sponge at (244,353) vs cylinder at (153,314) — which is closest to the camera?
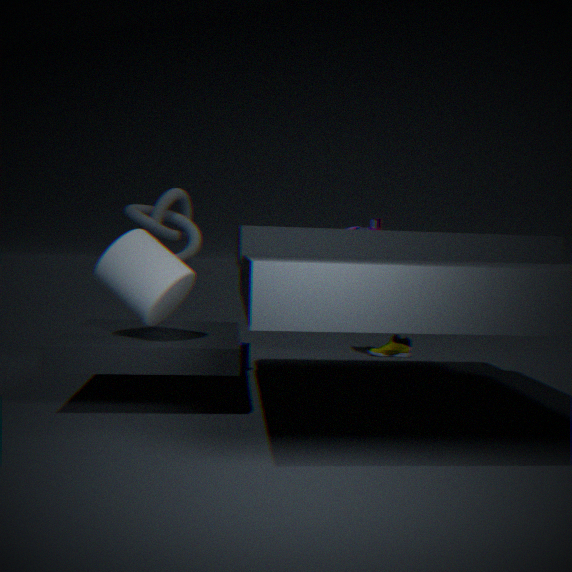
cylinder at (153,314)
